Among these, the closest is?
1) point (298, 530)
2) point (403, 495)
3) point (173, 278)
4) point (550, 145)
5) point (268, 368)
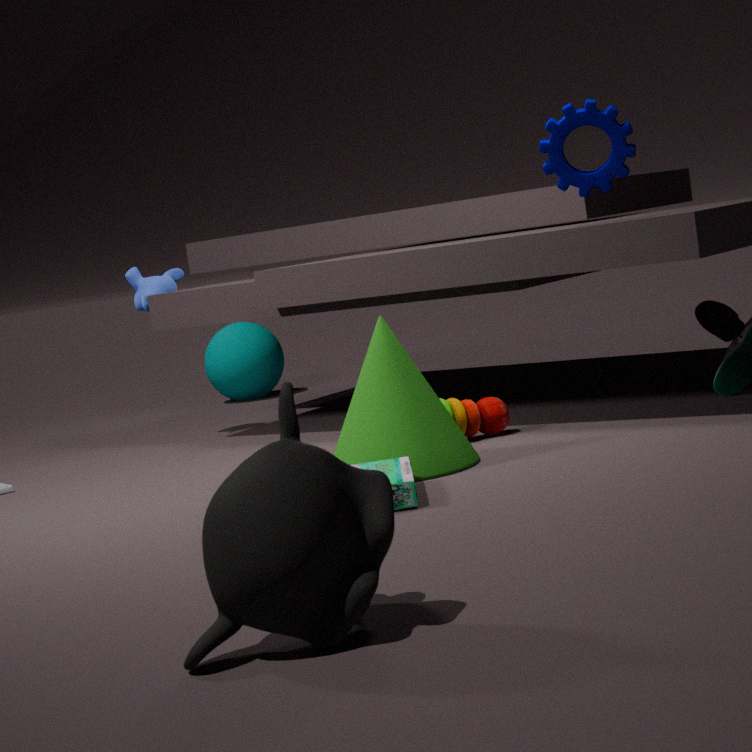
1. point (298, 530)
